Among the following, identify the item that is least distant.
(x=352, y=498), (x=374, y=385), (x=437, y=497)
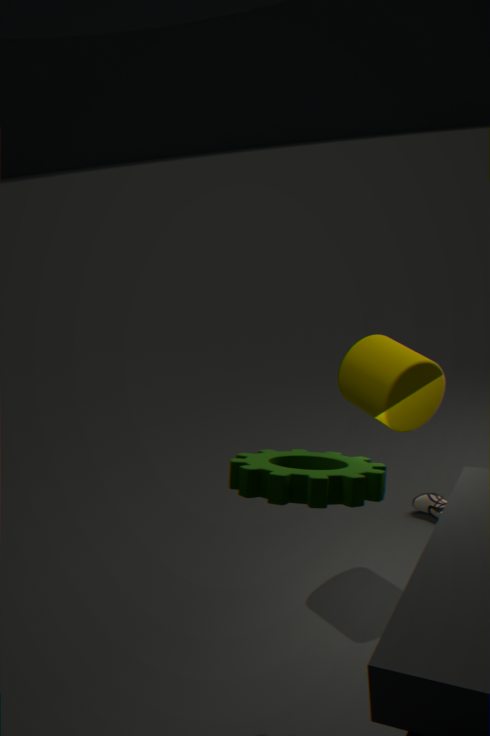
(x=352, y=498)
